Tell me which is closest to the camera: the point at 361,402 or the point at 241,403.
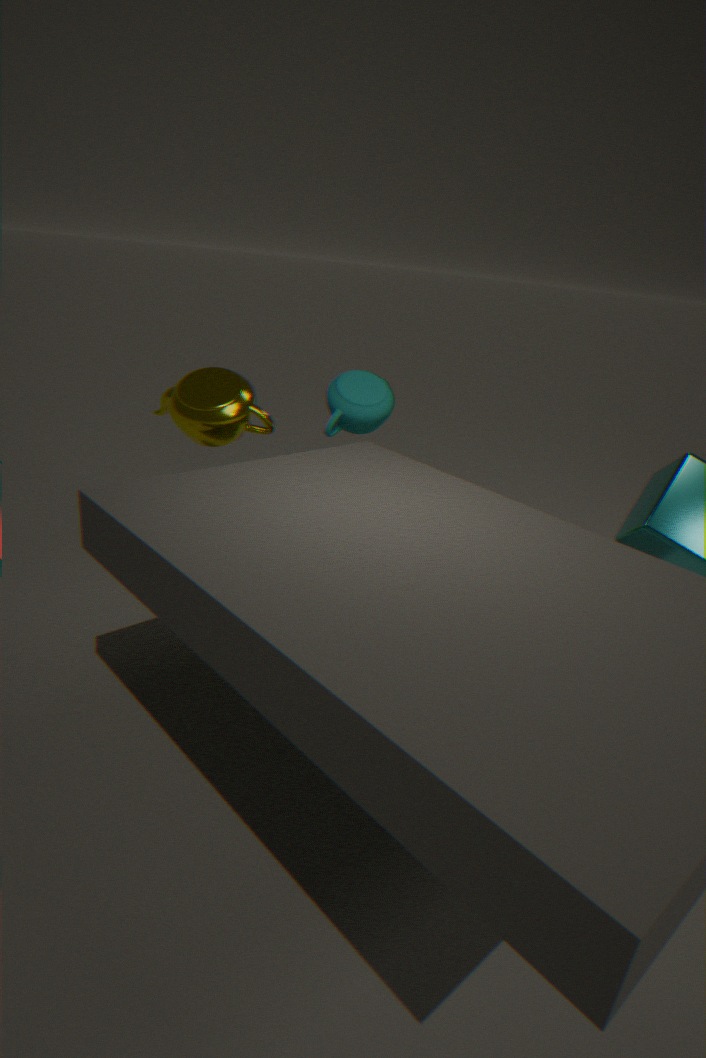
the point at 241,403
